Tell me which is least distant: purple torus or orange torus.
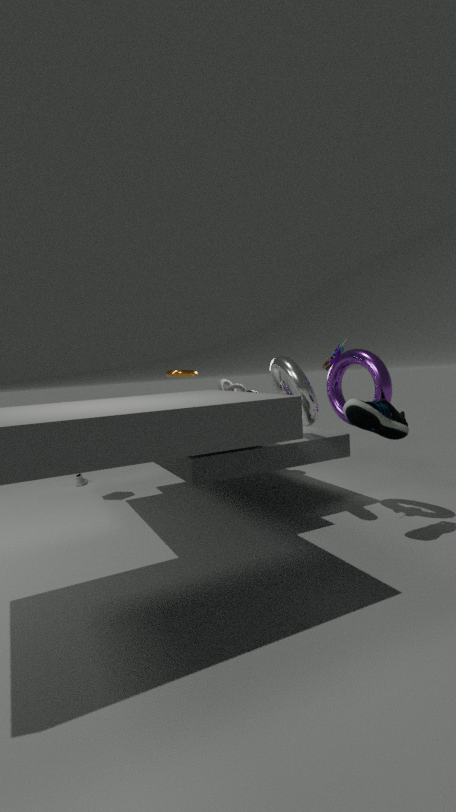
purple torus
